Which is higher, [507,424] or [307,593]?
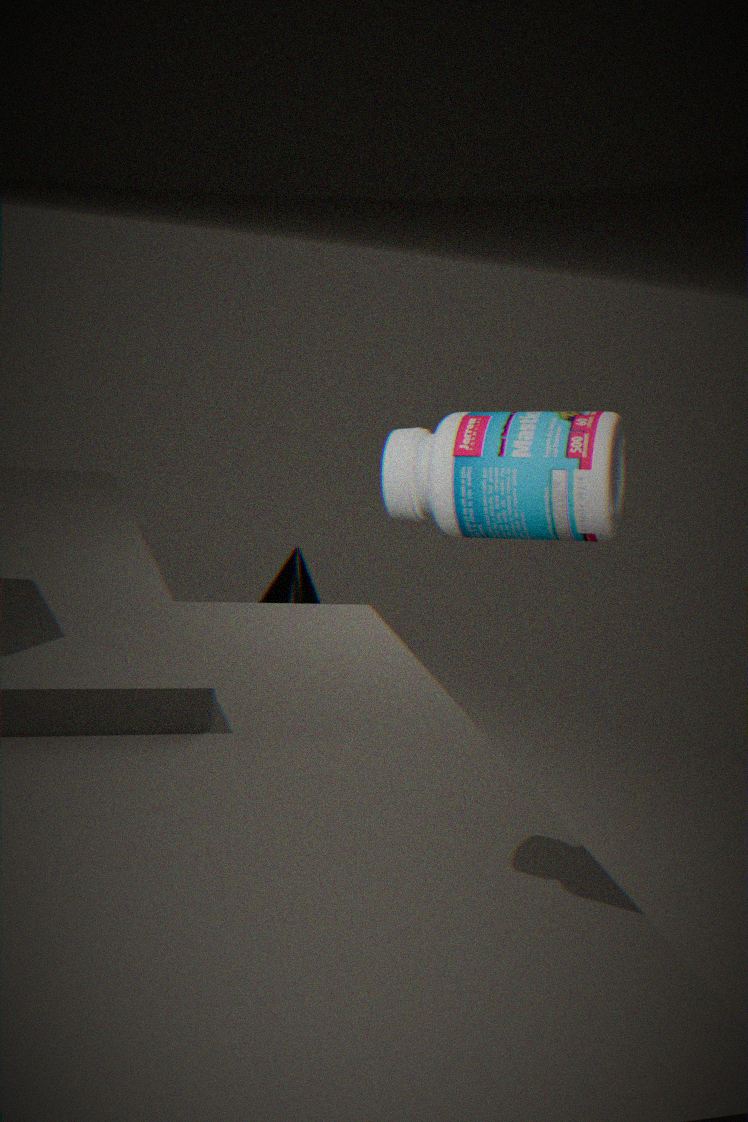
[507,424]
